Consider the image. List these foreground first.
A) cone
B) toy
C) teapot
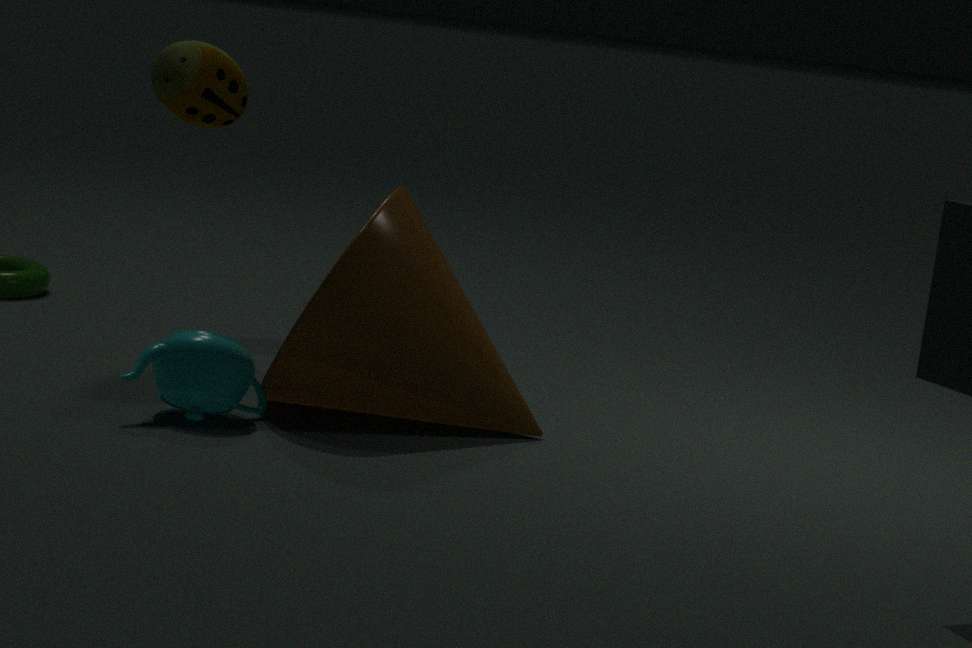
teapot < cone < toy
